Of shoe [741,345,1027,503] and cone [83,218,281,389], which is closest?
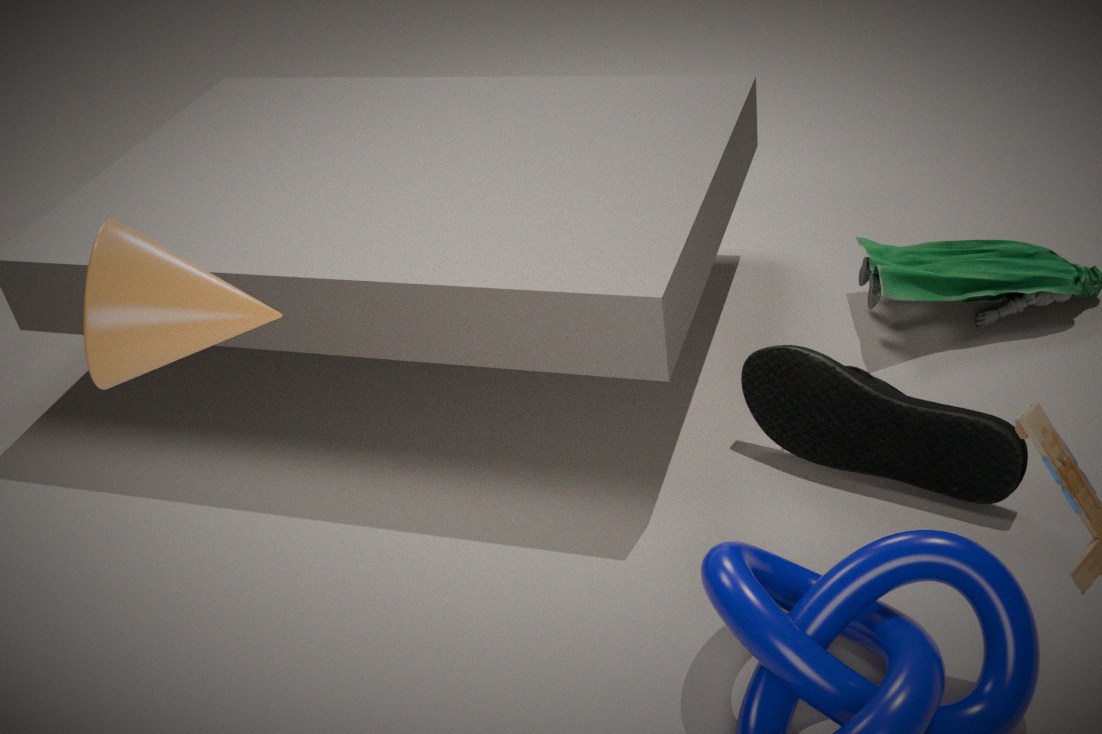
cone [83,218,281,389]
